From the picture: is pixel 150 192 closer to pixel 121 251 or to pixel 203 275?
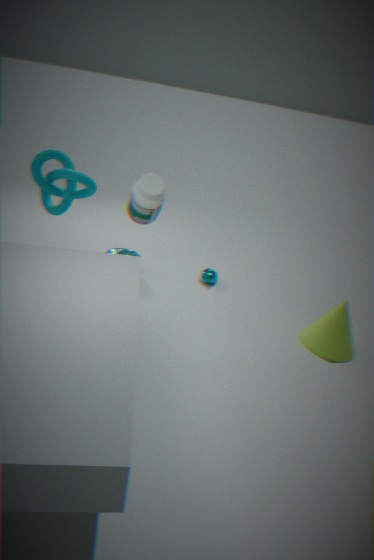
pixel 121 251
